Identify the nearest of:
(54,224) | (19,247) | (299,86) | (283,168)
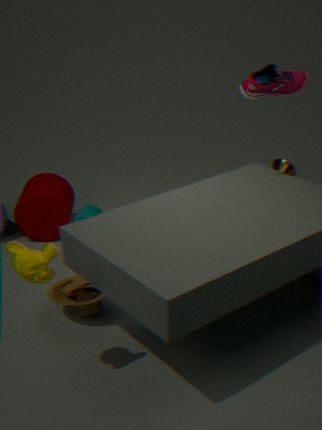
(19,247)
